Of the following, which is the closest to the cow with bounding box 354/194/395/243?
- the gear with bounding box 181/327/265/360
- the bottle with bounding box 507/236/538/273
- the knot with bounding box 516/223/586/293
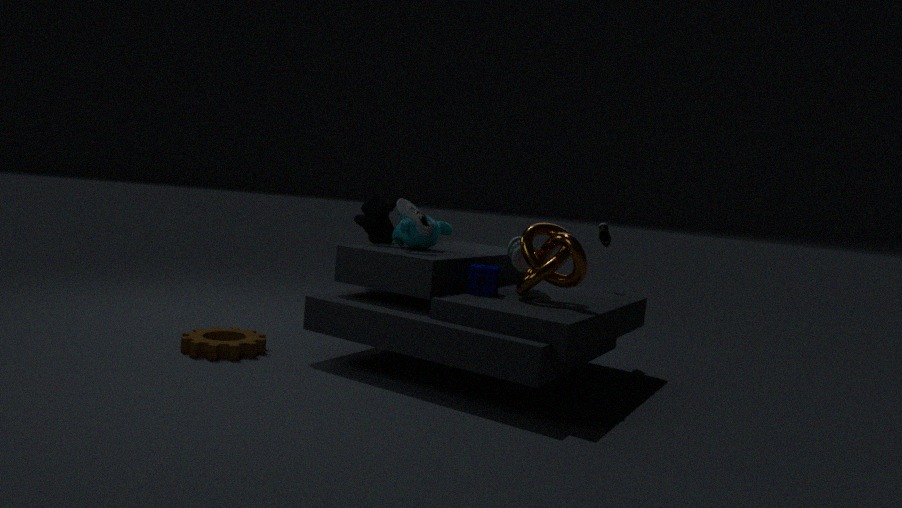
the bottle with bounding box 507/236/538/273
